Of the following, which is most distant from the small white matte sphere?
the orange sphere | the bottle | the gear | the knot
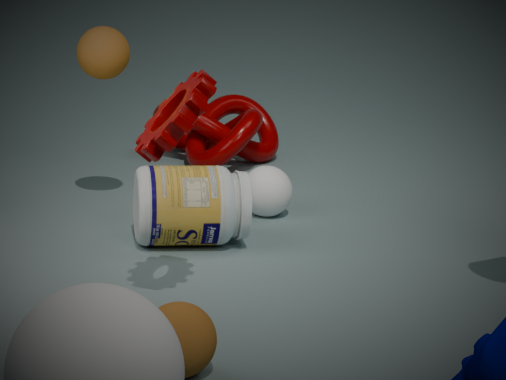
the gear
